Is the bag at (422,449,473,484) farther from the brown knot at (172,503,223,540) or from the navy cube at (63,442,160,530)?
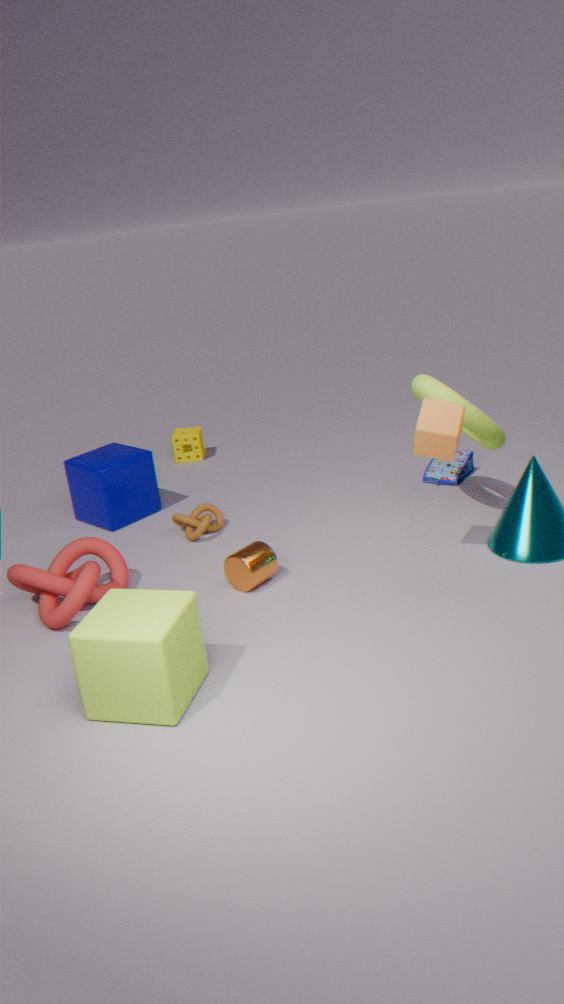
the navy cube at (63,442,160,530)
